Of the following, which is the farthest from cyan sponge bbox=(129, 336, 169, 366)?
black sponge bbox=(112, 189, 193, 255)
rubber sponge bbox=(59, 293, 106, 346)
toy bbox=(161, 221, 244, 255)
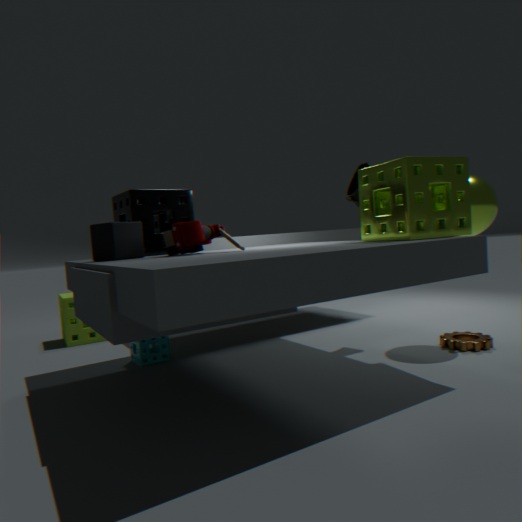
rubber sponge bbox=(59, 293, 106, 346)
